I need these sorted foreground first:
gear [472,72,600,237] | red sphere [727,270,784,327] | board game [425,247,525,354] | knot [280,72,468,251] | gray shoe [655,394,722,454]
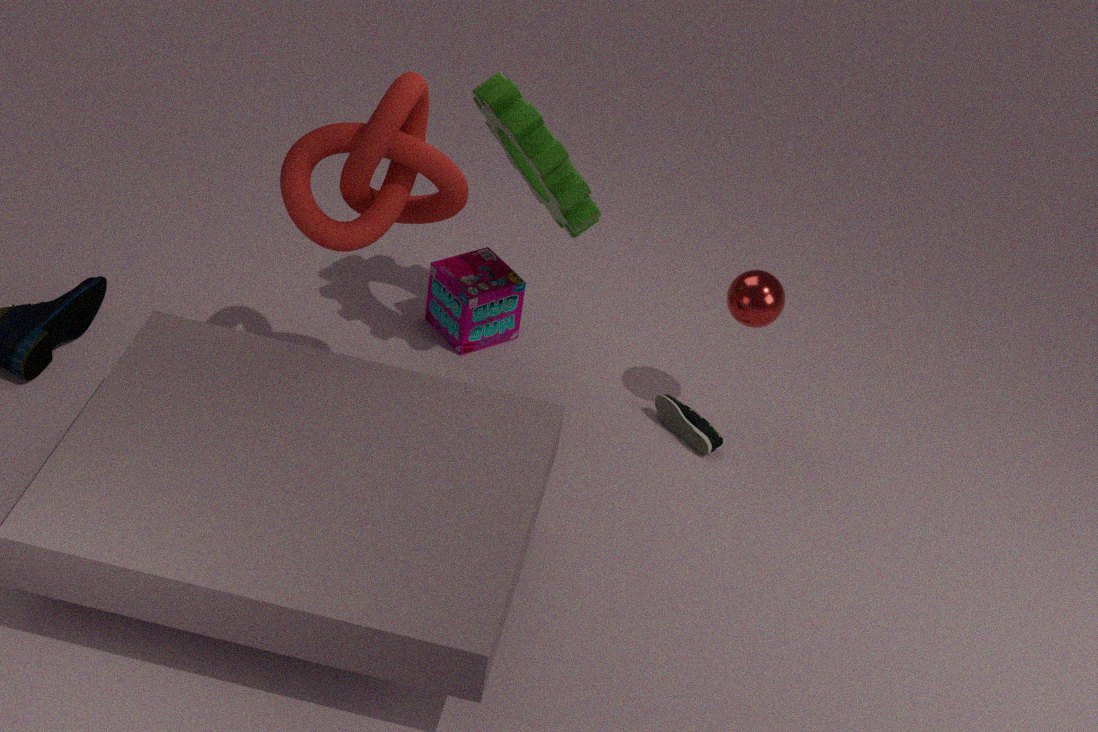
knot [280,72,468,251]
gear [472,72,600,237]
red sphere [727,270,784,327]
gray shoe [655,394,722,454]
board game [425,247,525,354]
